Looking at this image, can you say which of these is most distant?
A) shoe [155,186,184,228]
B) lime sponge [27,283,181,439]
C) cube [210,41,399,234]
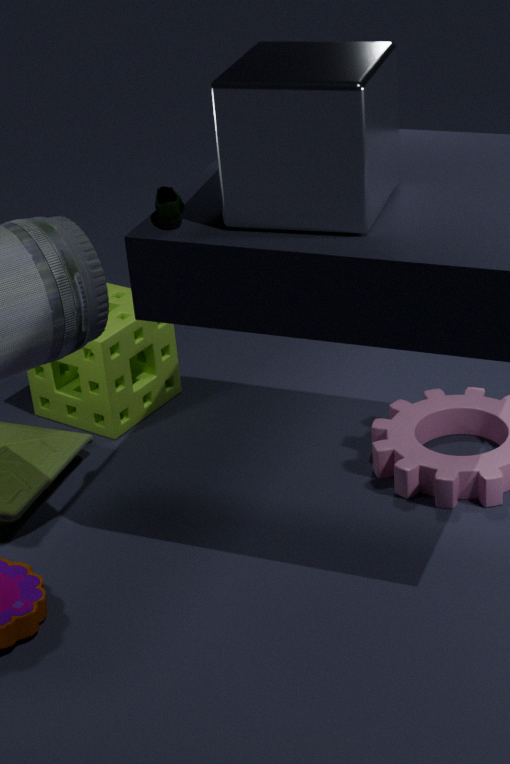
lime sponge [27,283,181,439]
